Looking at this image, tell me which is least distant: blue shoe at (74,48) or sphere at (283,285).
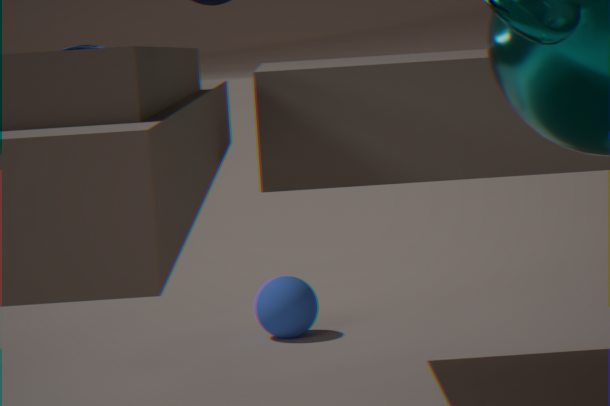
blue shoe at (74,48)
